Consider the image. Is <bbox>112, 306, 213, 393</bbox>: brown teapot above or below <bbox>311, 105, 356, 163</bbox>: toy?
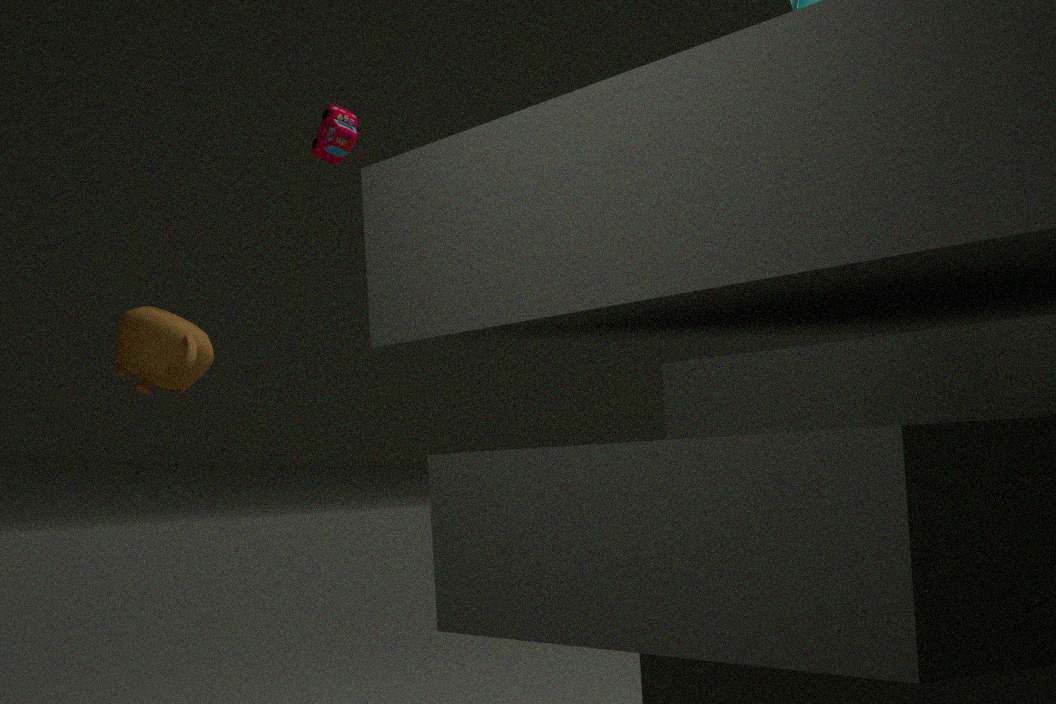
below
